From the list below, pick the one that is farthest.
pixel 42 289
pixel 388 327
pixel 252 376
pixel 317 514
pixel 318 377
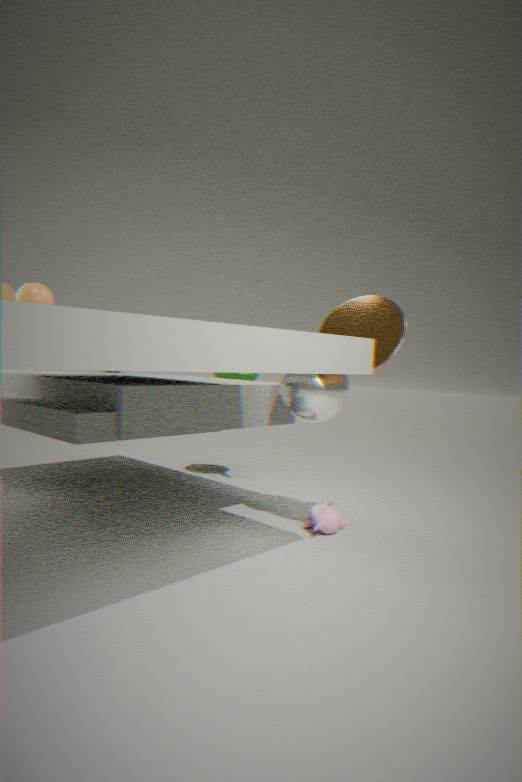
pixel 252 376
